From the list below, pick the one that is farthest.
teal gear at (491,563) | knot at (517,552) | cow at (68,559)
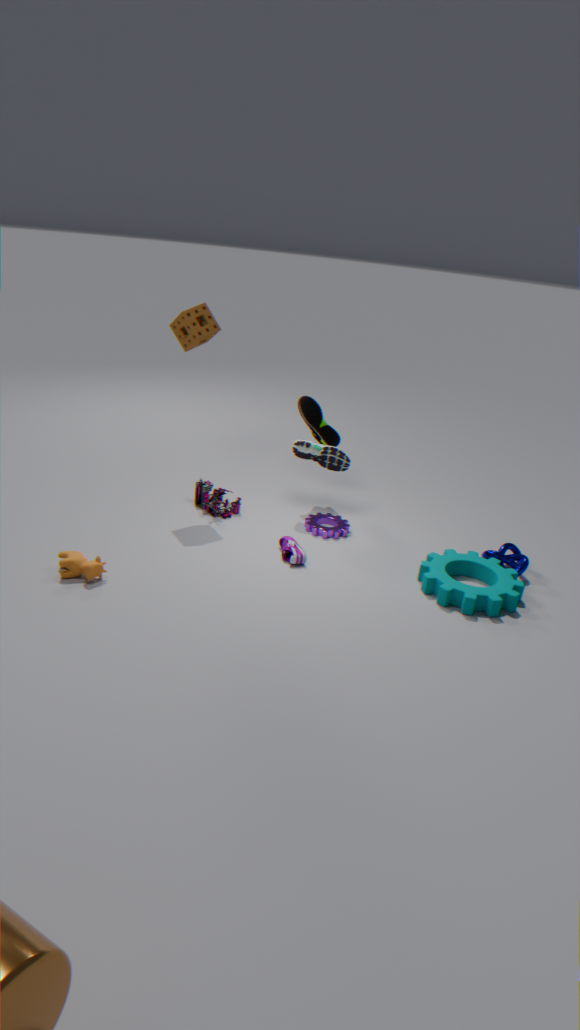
knot at (517,552)
